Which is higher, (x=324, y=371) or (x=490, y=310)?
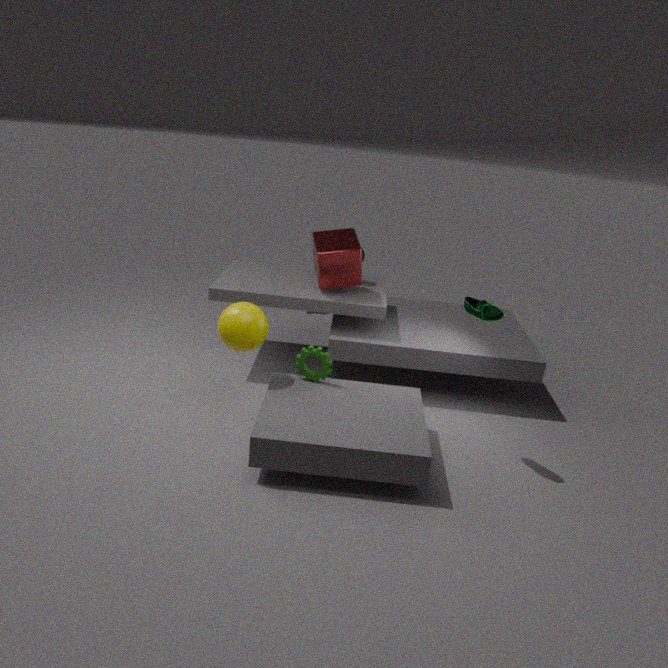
(x=490, y=310)
